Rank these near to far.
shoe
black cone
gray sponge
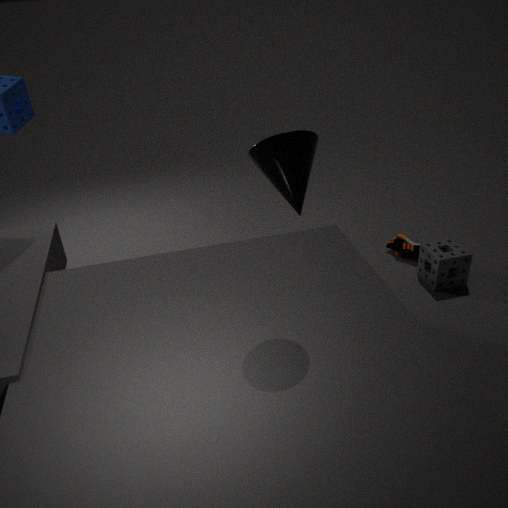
black cone → gray sponge → shoe
